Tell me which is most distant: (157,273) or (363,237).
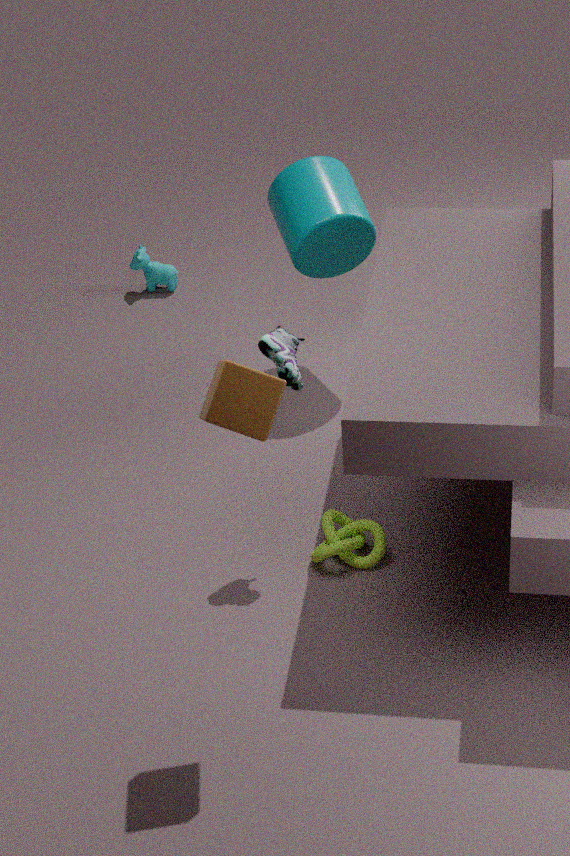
(157,273)
